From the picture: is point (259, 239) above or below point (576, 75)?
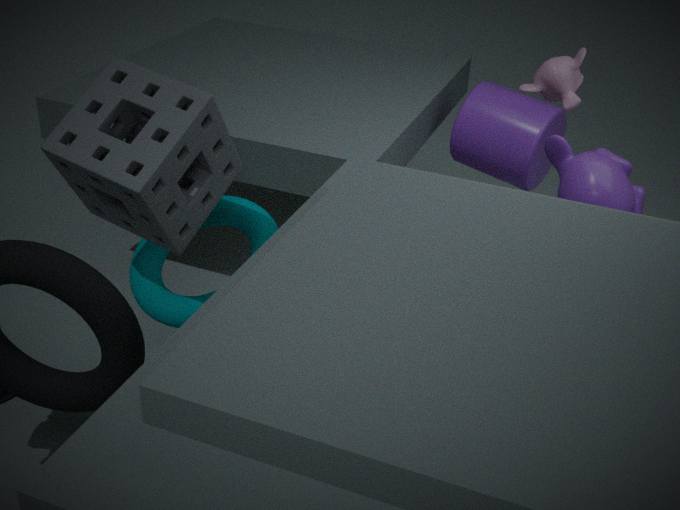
below
